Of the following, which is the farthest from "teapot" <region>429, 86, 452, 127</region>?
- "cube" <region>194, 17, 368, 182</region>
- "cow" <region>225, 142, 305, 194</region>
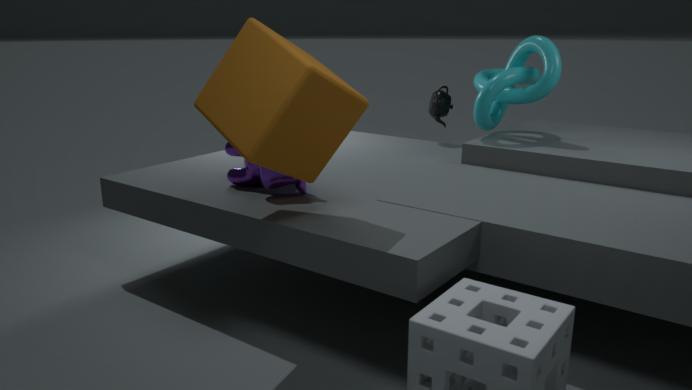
"cube" <region>194, 17, 368, 182</region>
